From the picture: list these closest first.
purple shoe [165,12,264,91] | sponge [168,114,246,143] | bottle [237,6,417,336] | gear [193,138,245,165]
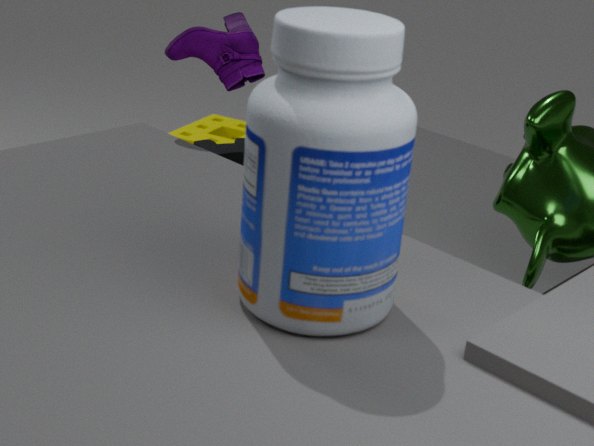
1. bottle [237,6,417,336]
2. purple shoe [165,12,264,91]
3. gear [193,138,245,165]
4. sponge [168,114,246,143]
